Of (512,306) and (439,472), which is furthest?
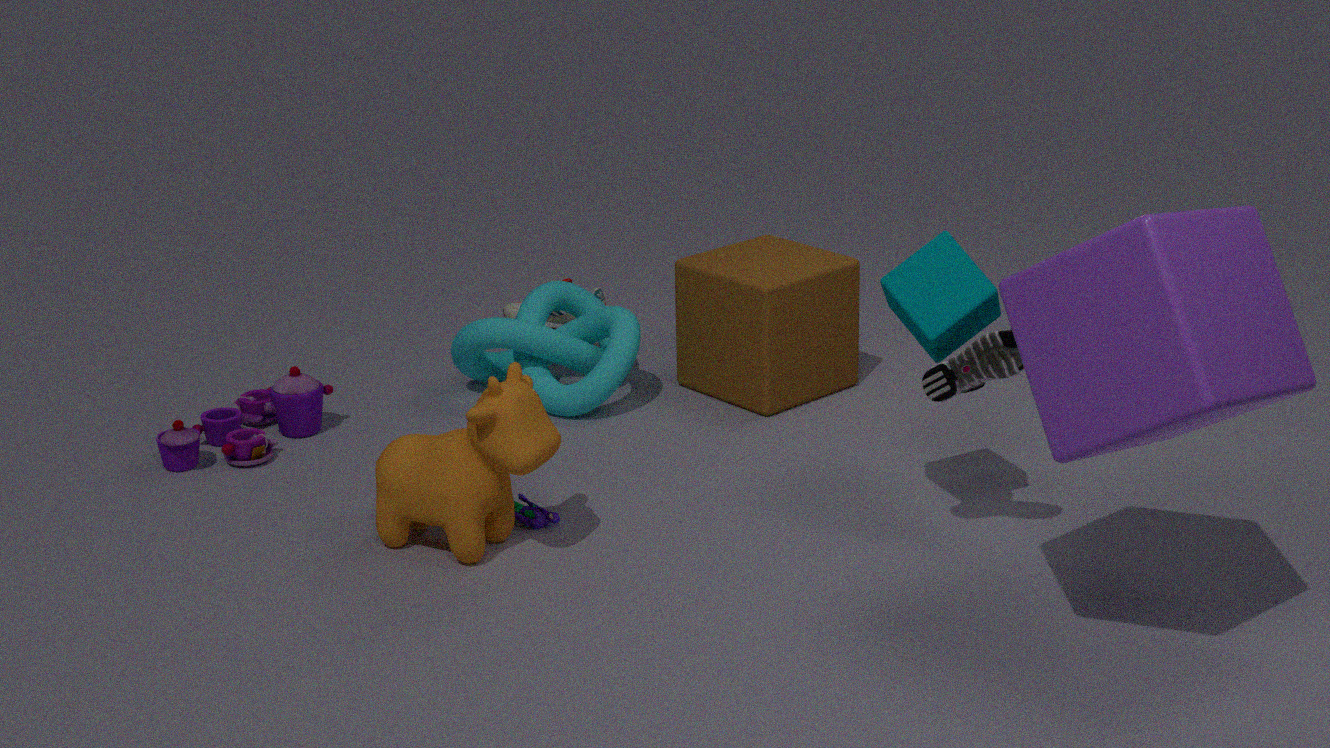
Result: (512,306)
